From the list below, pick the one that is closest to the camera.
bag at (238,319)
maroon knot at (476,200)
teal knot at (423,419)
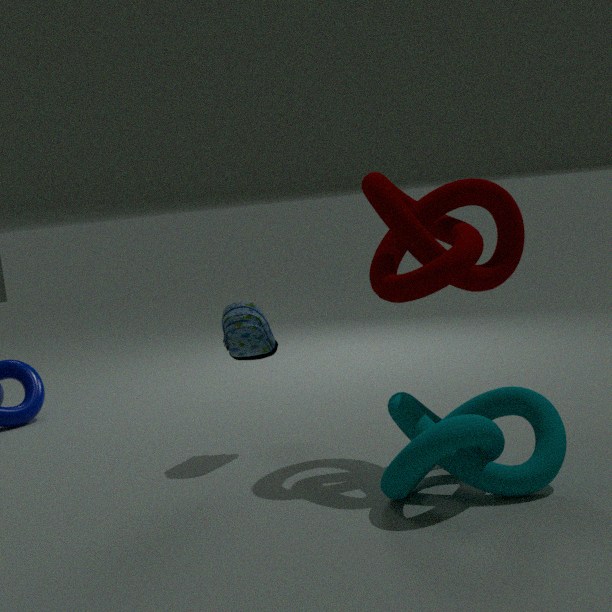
teal knot at (423,419)
